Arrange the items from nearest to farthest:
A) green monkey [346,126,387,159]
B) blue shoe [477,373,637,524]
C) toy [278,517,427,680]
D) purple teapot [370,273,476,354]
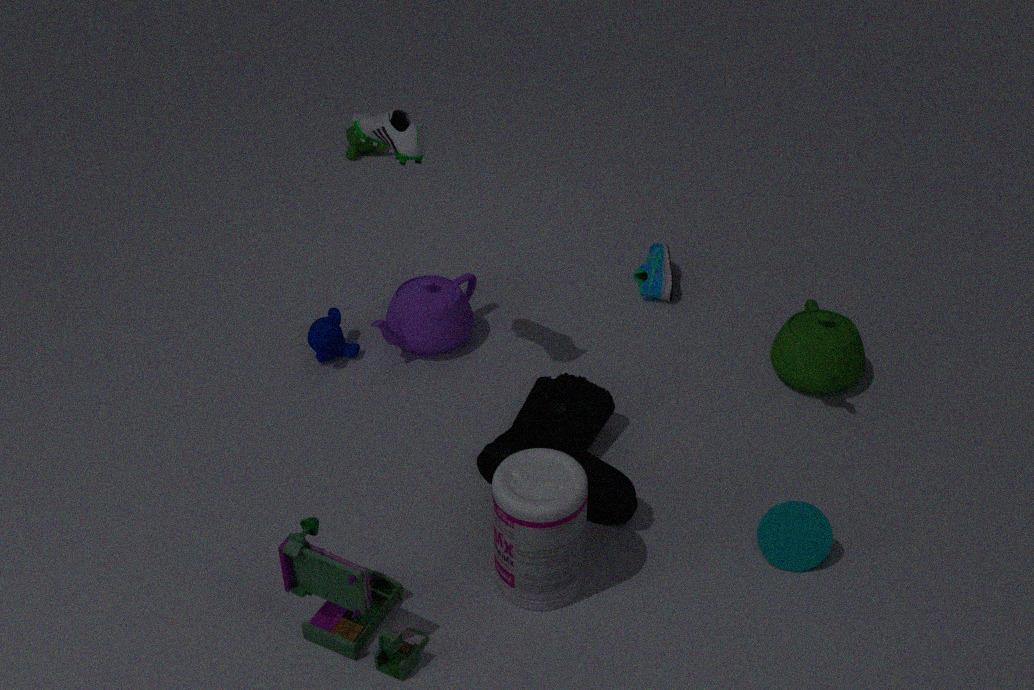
toy [278,517,427,680]
blue shoe [477,373,637,524]
purple teapot [370,273,476,354]
green monkey [346,126,387,159]
